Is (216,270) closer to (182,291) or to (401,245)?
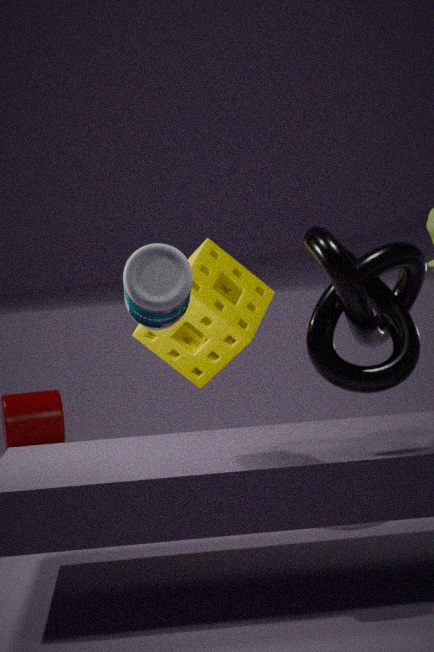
(182,291)
